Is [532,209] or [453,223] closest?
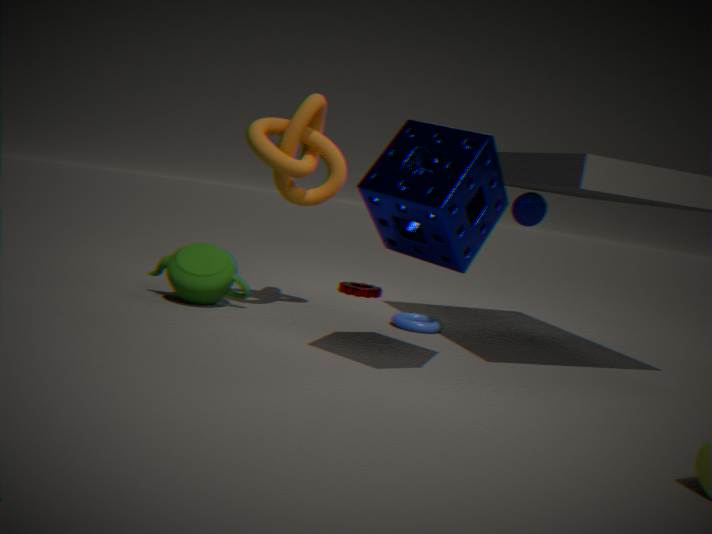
[453,223]
